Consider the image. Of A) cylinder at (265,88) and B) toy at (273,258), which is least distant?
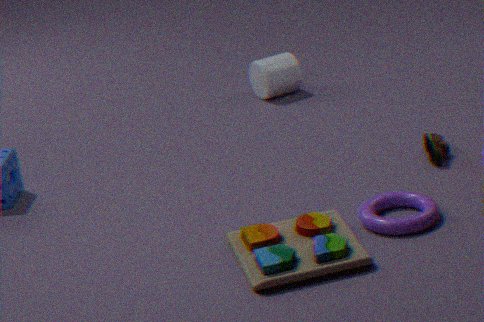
B. toy at (273,258)
